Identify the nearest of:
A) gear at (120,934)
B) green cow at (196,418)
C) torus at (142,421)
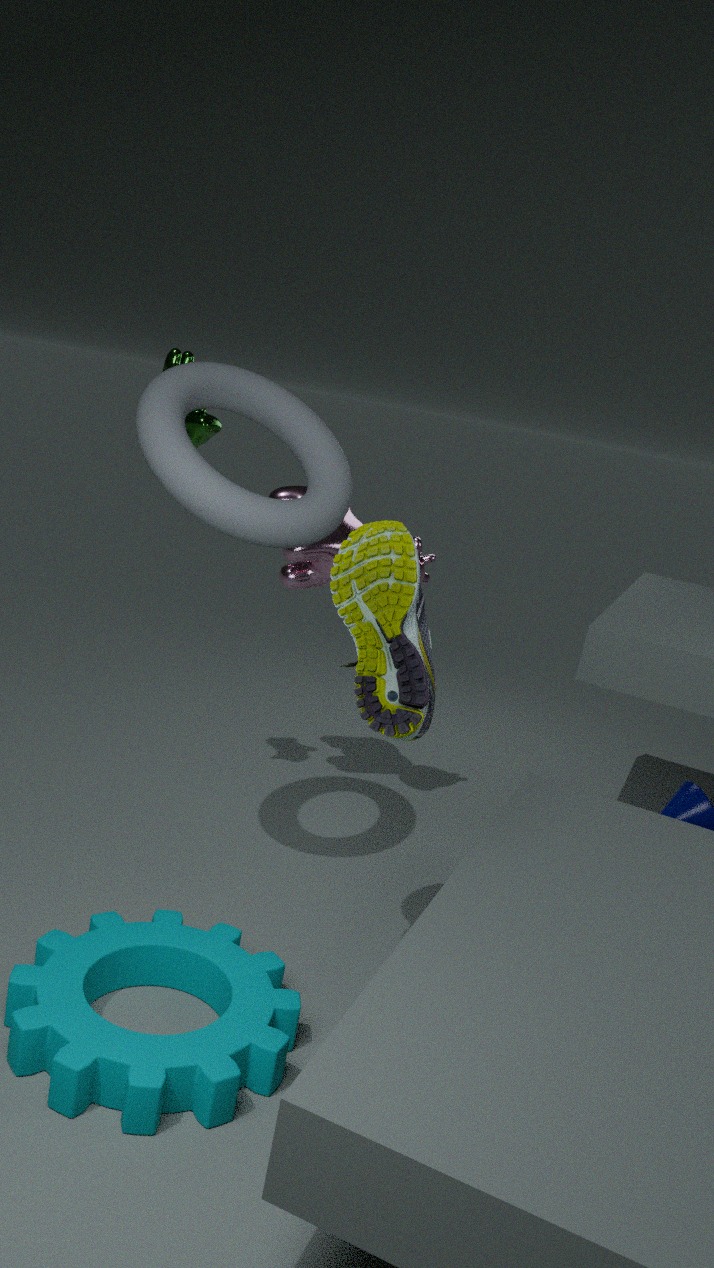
gear at (120,934)
